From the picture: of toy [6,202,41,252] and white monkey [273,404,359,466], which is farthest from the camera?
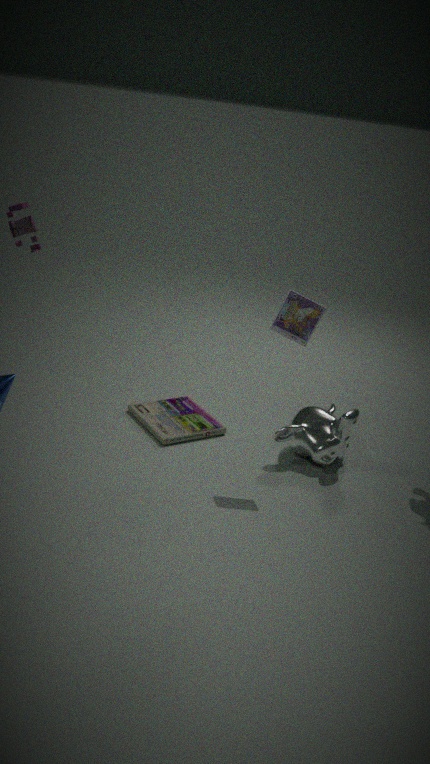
white monkey [273,404,359,466]
